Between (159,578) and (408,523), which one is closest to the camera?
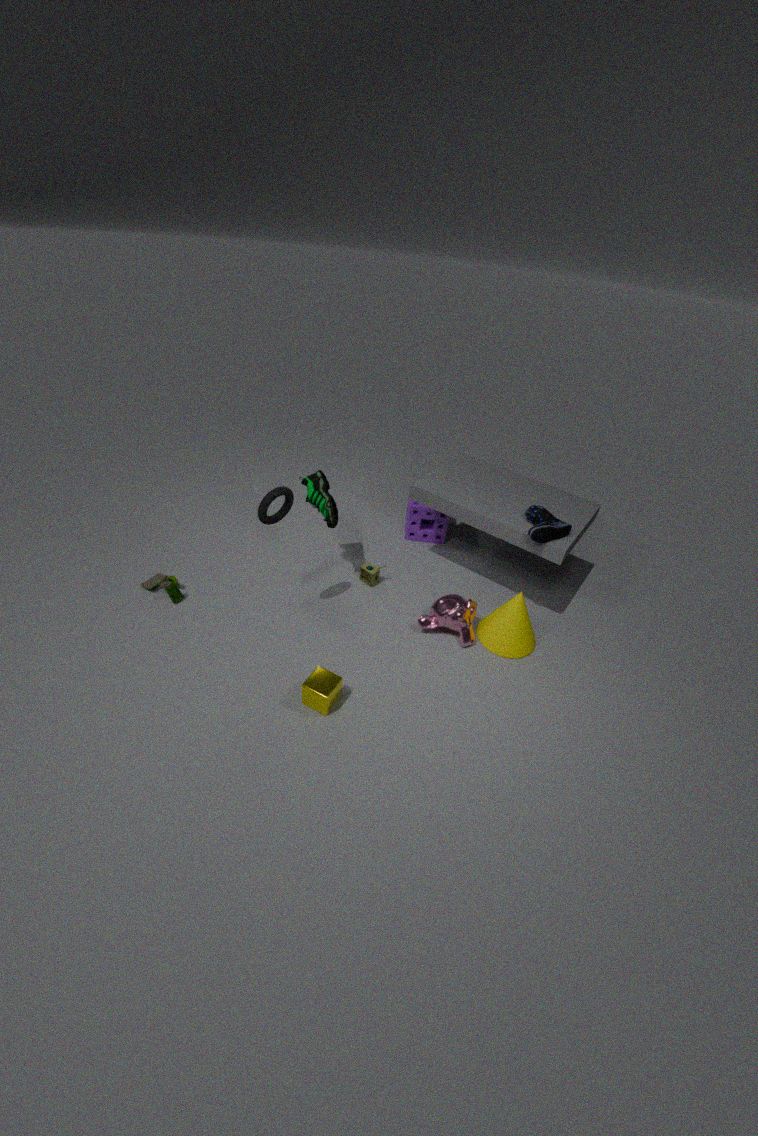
(159,578)
